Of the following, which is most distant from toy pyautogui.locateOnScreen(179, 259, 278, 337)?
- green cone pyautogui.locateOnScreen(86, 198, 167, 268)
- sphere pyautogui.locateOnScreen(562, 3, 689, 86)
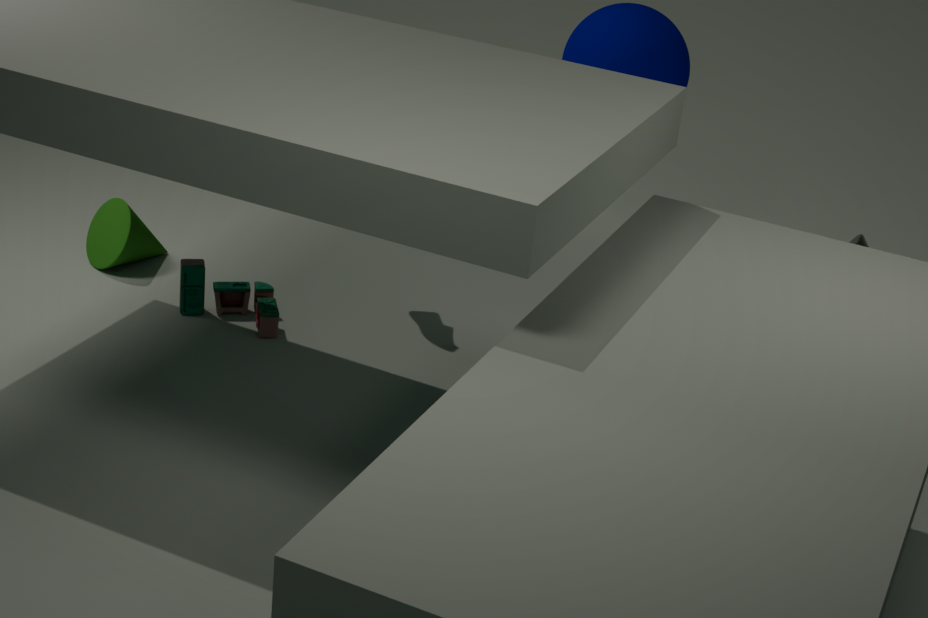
sphere pyautogui.locateOnScreen(562, 3, 689, 86)
